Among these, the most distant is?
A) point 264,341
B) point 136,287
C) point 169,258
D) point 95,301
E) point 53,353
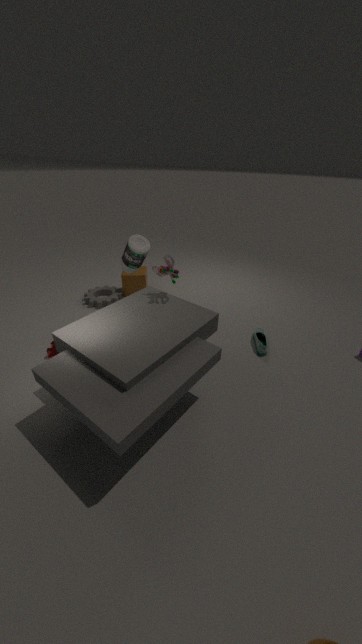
point 136,287
